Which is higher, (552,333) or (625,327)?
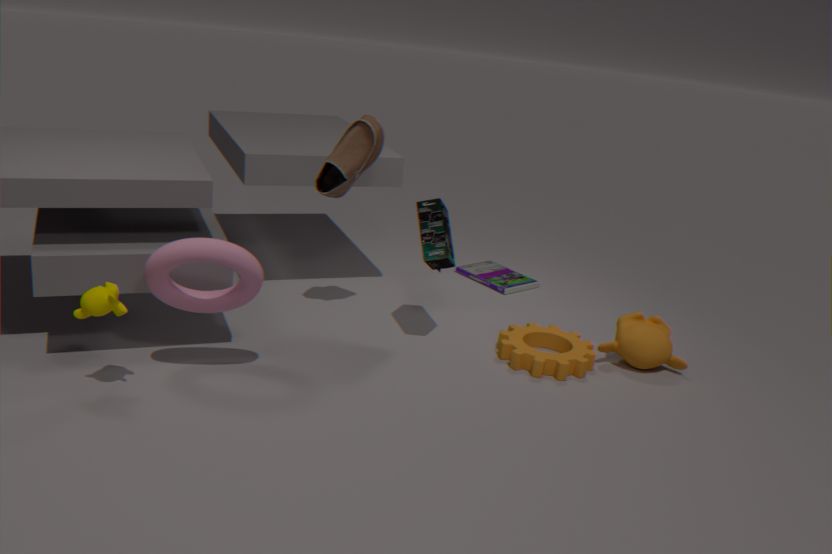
(625,327)
